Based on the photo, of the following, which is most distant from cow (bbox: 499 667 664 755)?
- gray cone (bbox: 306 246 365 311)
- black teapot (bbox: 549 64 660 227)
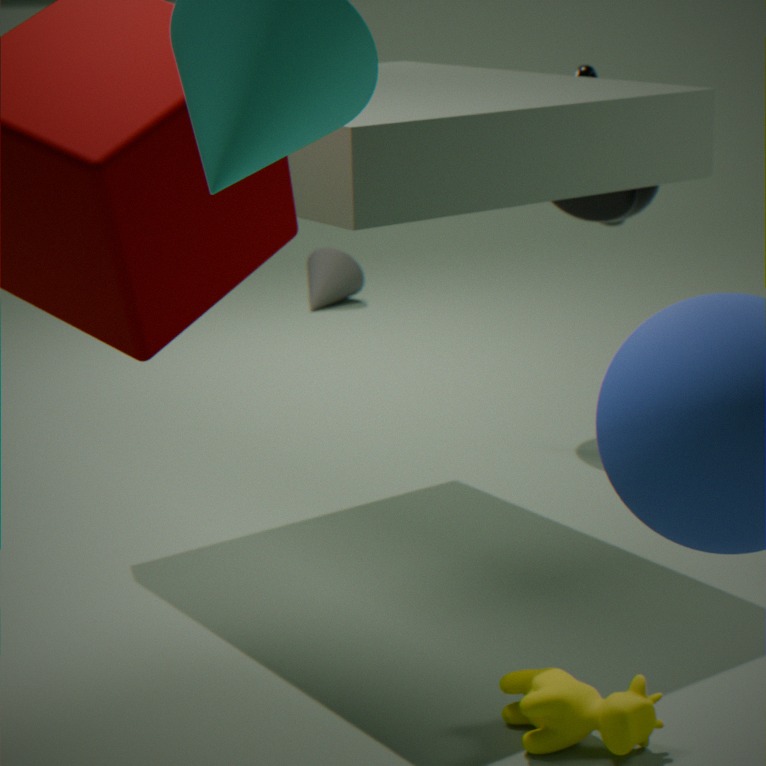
gray cone (bbox: 306 246 365 311)
